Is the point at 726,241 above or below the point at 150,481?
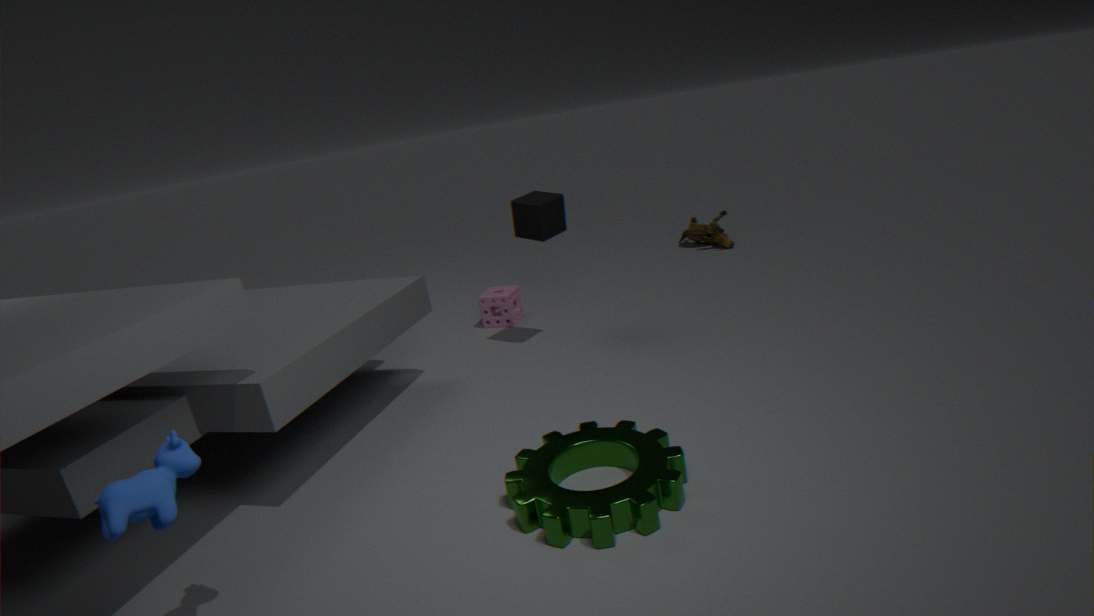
below
